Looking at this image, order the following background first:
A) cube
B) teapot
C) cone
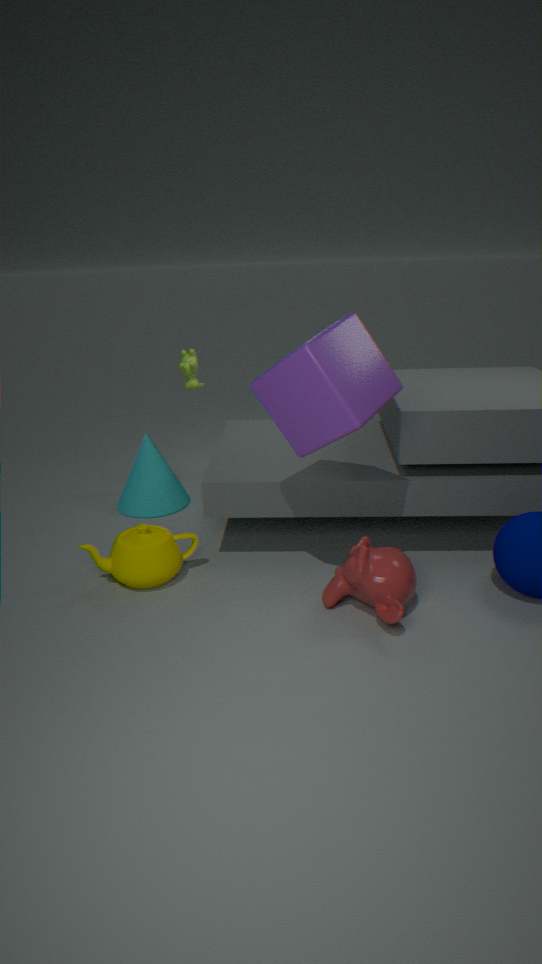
cone → teapot → cube
